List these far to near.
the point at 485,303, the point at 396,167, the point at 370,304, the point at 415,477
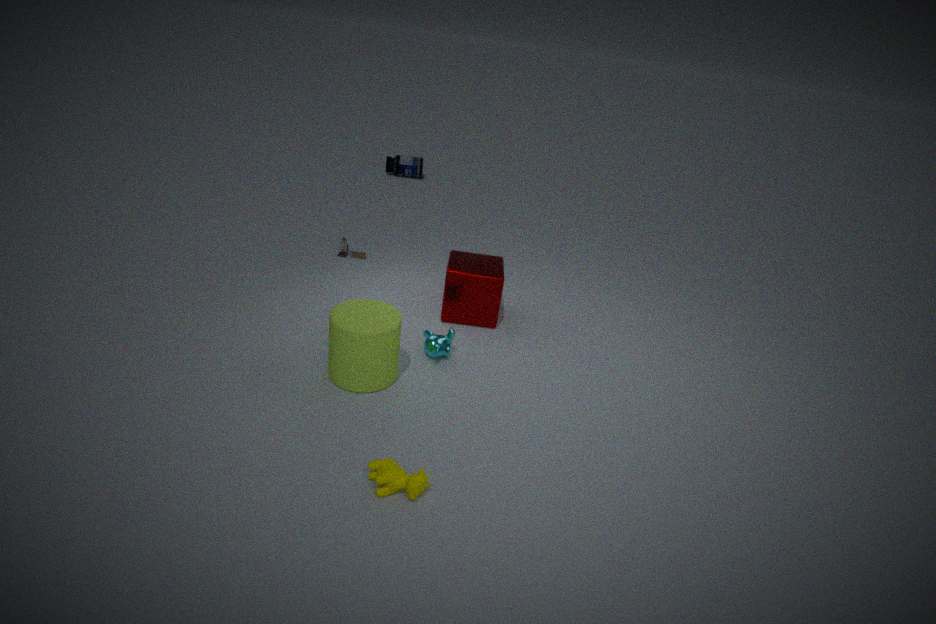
the point at 396,167 → the point at 485,303 → the point at 370,304 → the point at 415,477
